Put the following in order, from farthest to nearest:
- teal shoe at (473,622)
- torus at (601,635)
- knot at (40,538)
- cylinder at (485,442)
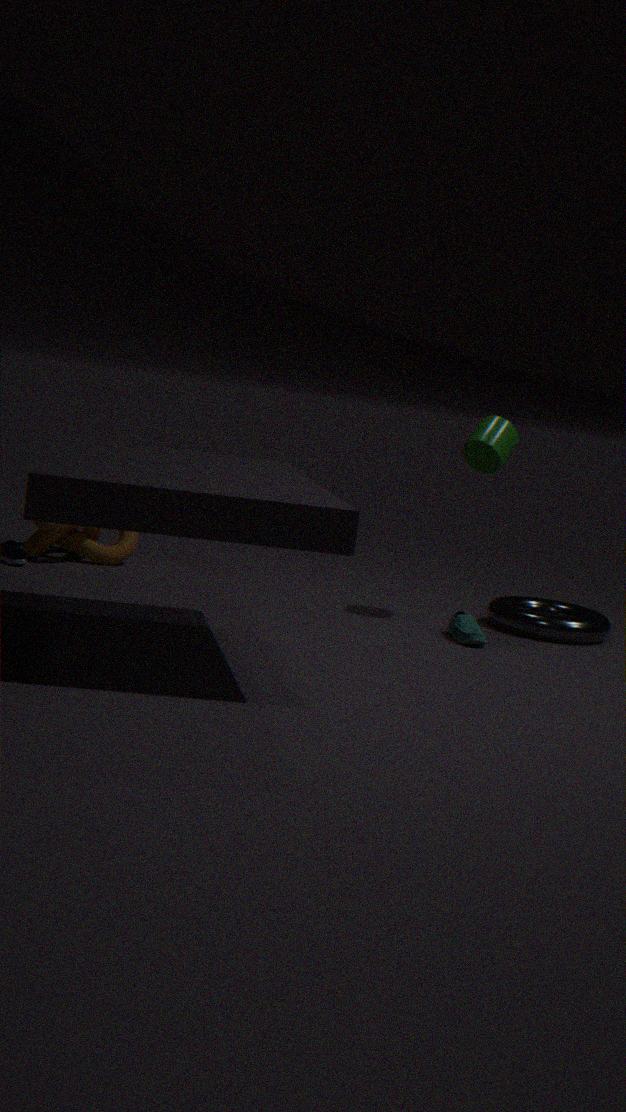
knot at (40,538), torus at (601,635), cylinder at (485,442), teal shoe at (473,622)
